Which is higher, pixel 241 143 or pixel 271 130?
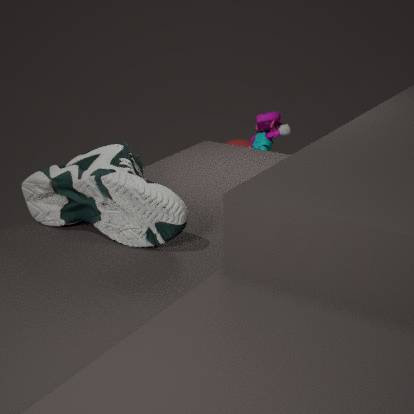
pixel 271 130
